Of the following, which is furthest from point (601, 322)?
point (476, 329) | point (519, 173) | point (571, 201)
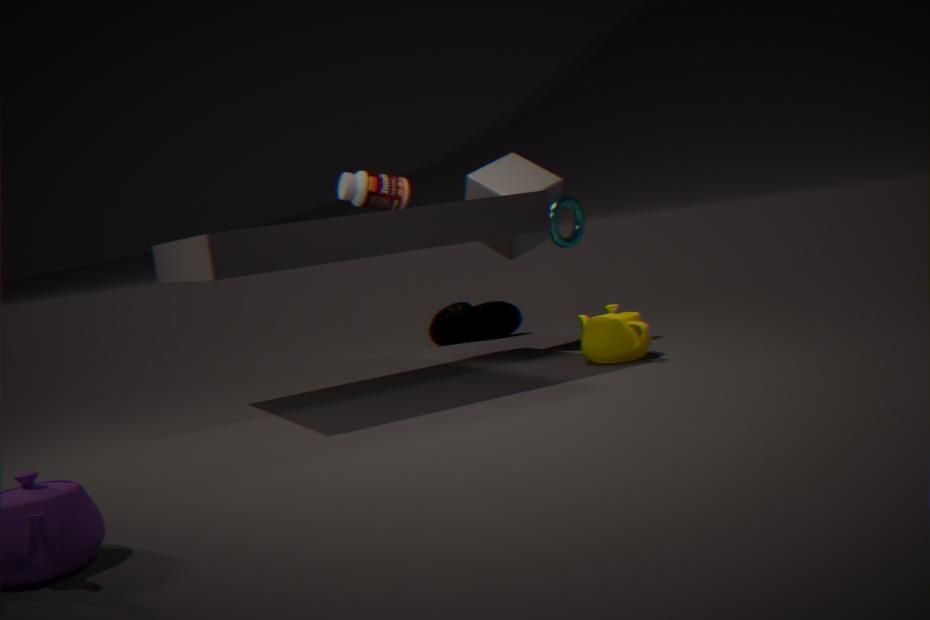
point (476, 329)
